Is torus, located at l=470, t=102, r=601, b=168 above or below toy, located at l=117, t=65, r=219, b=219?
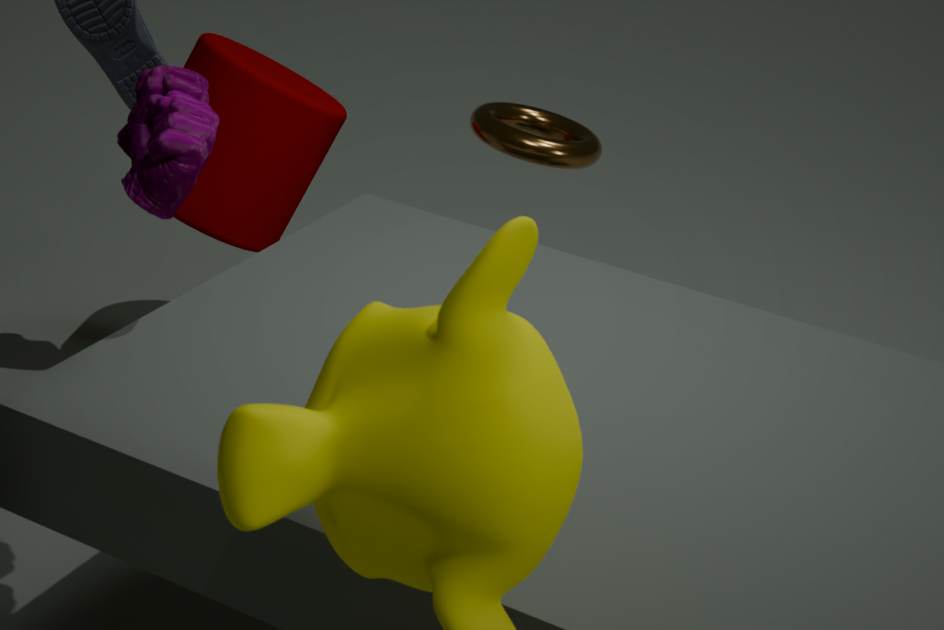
below
